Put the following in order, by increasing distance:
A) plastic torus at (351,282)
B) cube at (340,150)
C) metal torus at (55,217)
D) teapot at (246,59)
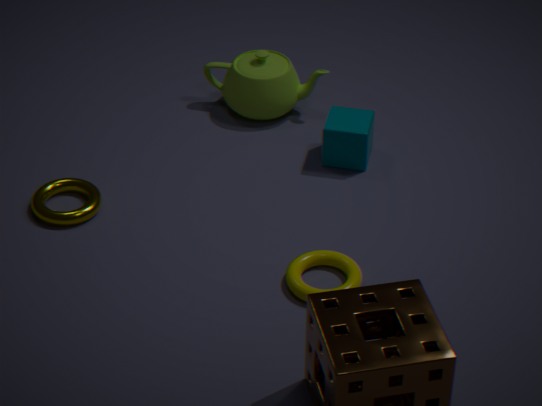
plastic torus at (351,282) → metal torus at (55,217) → cube at (340,150) → teapot at (246,59)
